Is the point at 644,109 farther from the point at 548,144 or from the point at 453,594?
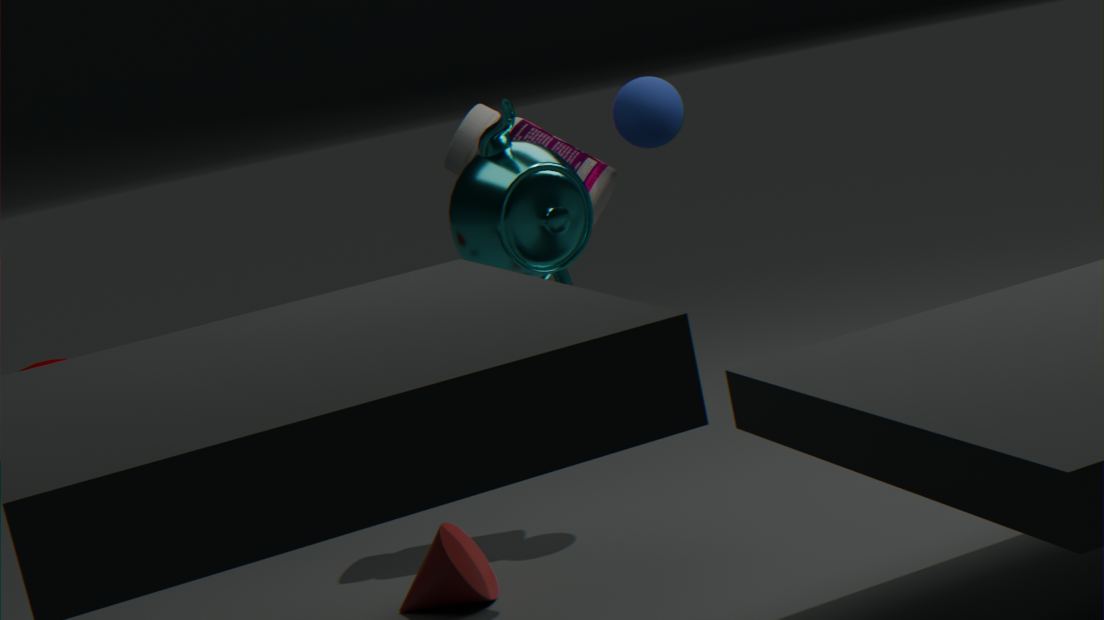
the point at 453,594
